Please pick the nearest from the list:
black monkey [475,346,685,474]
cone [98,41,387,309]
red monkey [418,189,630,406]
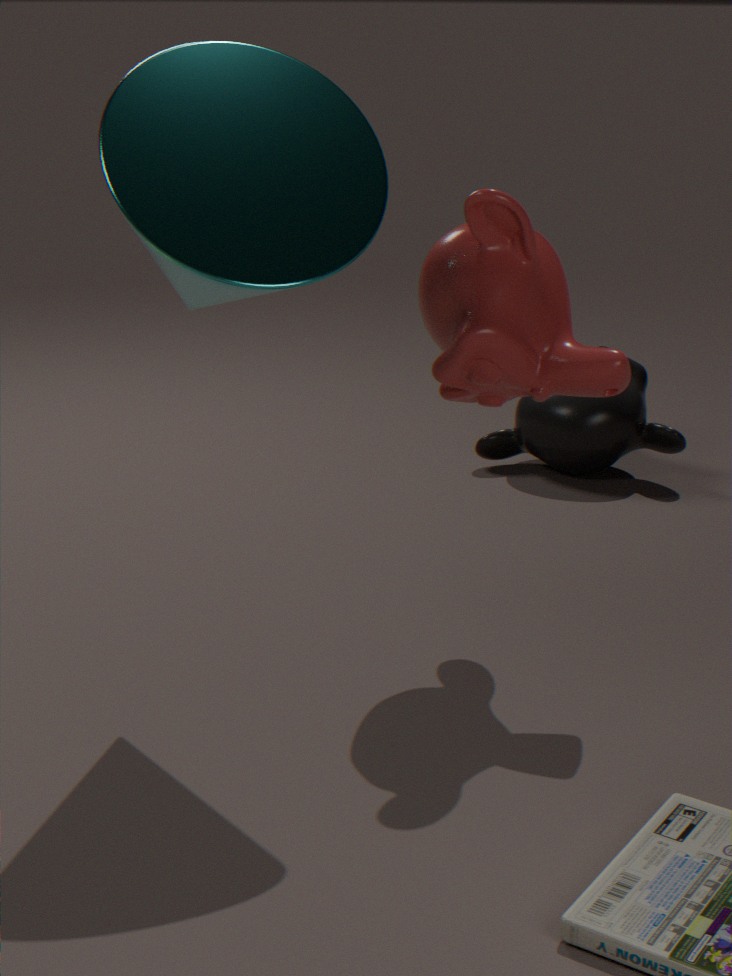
cone [98,41,387,309]
